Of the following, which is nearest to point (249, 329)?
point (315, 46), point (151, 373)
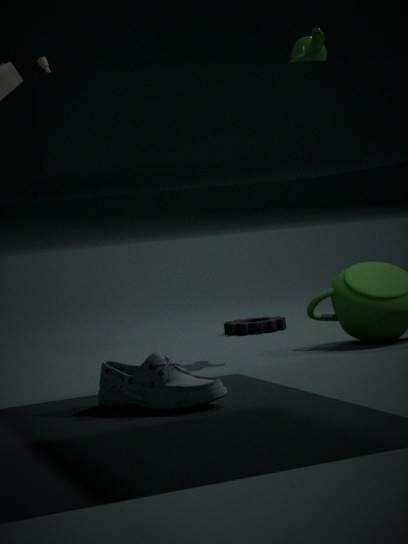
point (315, 46)
